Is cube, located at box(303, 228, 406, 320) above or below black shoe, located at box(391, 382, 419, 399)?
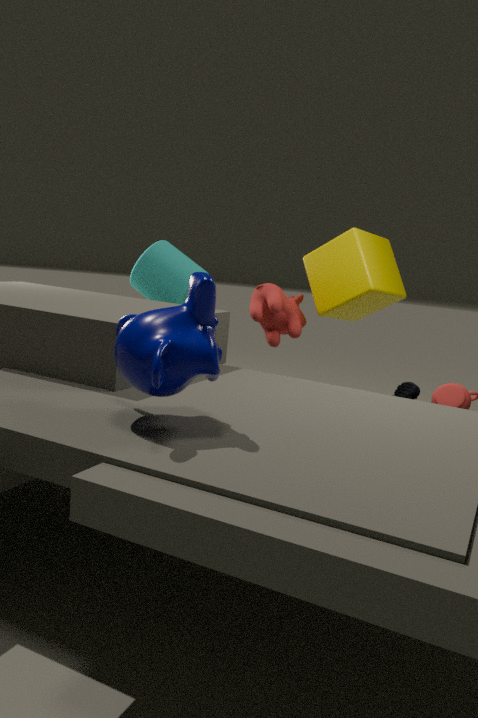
above
